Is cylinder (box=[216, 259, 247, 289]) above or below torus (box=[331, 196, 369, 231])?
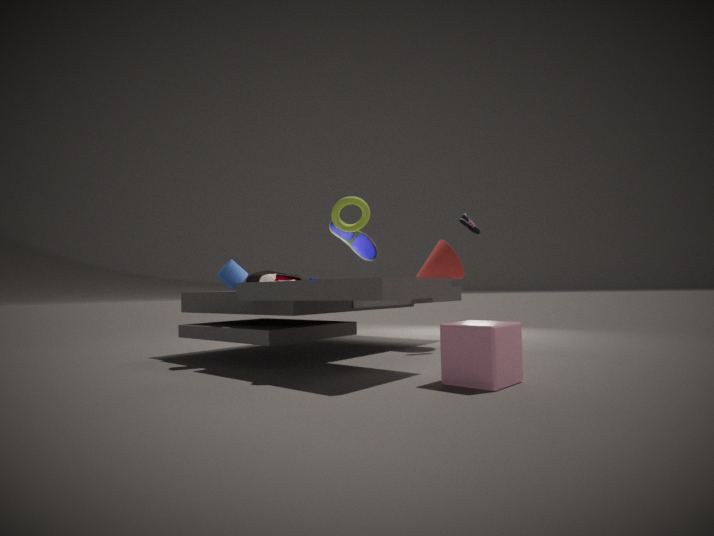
below
